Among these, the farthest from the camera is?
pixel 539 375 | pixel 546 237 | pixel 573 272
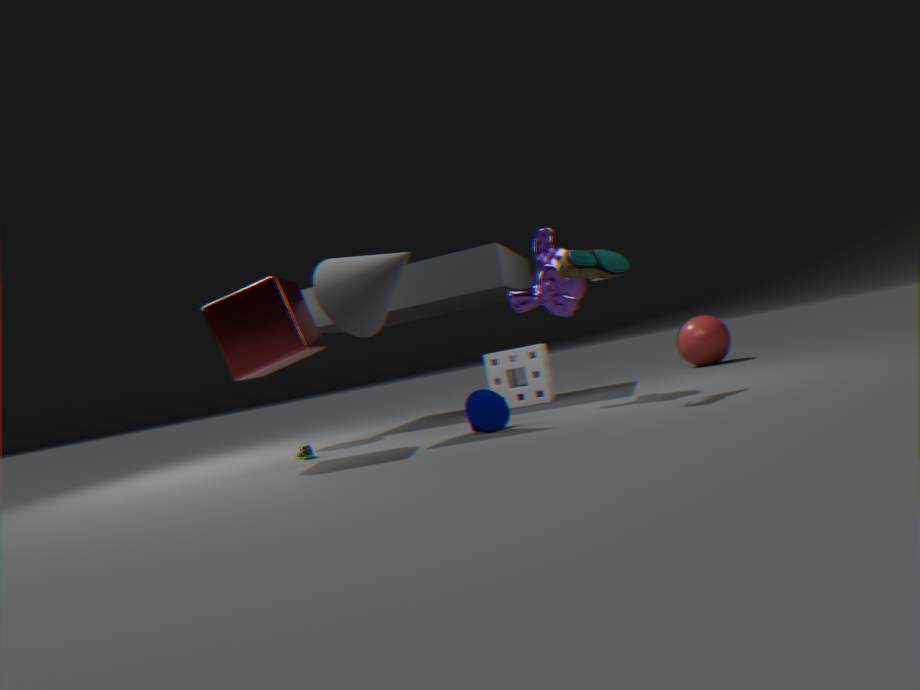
pixel 539 375
